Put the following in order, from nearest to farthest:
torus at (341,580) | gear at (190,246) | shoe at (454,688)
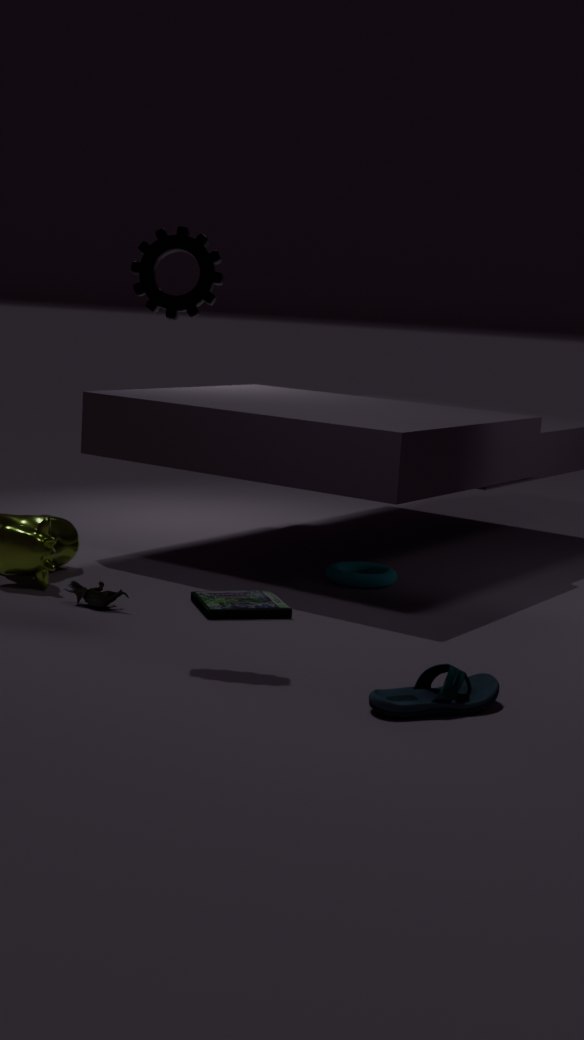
shoe at (454,688) < gear at (190,246) < torus at (341,580)
